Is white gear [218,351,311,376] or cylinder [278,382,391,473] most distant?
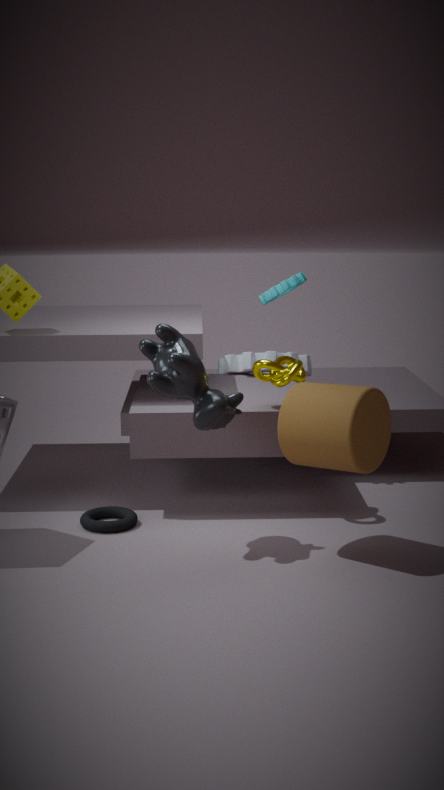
white gear [218,351,311,376]
